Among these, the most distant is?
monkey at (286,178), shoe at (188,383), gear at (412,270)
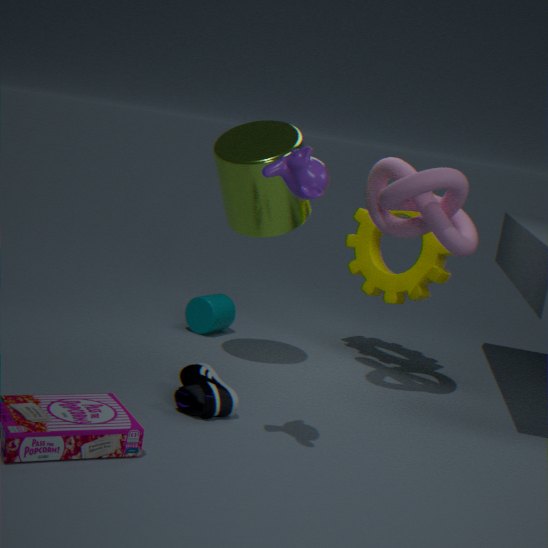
gear at (412,270)
